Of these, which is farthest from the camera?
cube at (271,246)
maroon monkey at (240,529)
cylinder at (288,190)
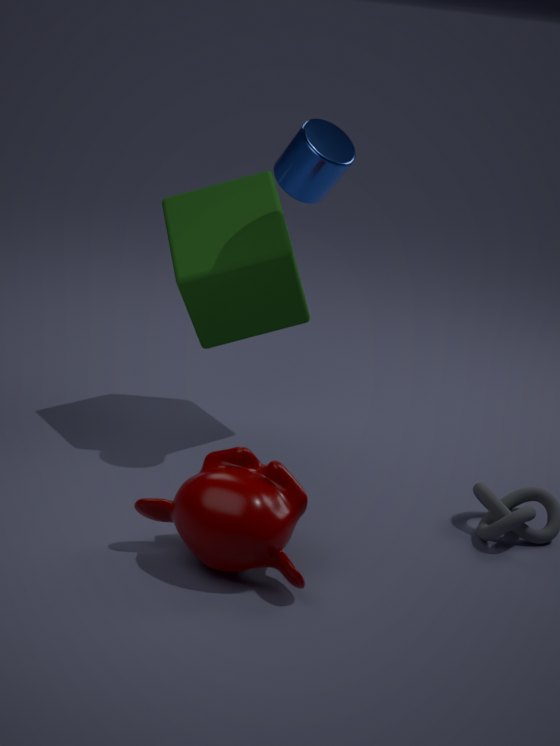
cube at (271,246)
